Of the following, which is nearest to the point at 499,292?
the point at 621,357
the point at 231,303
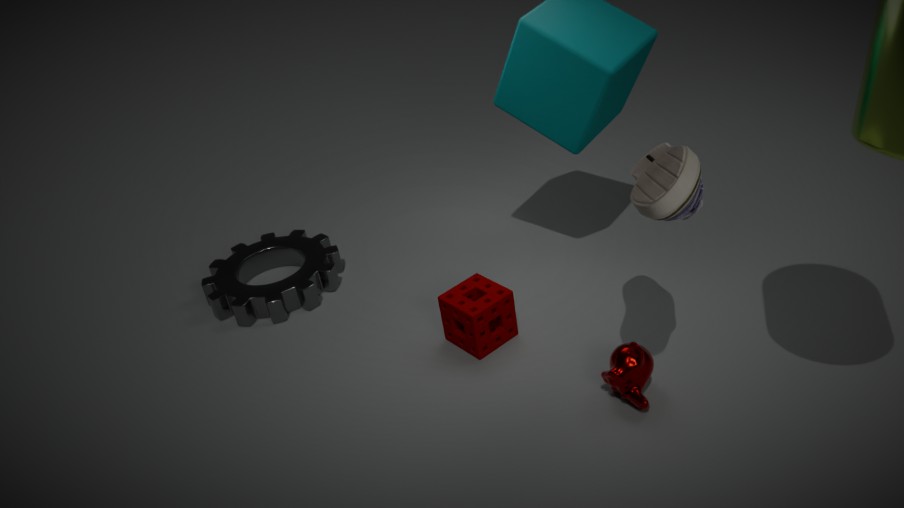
the point at 621,357
